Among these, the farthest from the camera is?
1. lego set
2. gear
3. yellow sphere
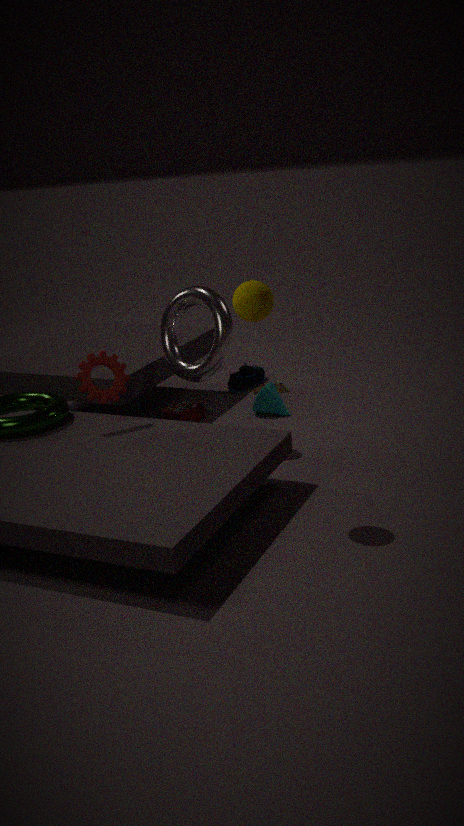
lego set
